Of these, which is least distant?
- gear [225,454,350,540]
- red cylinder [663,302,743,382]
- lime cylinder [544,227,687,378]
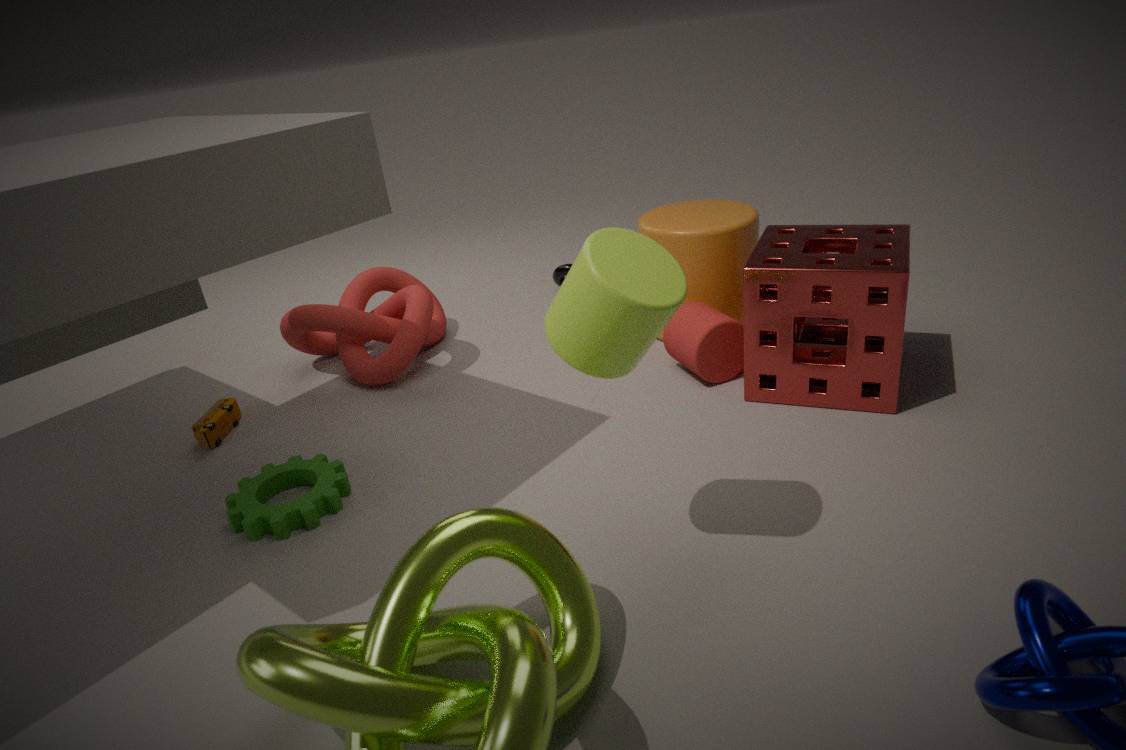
lime cylinder [544,227,687,378]
